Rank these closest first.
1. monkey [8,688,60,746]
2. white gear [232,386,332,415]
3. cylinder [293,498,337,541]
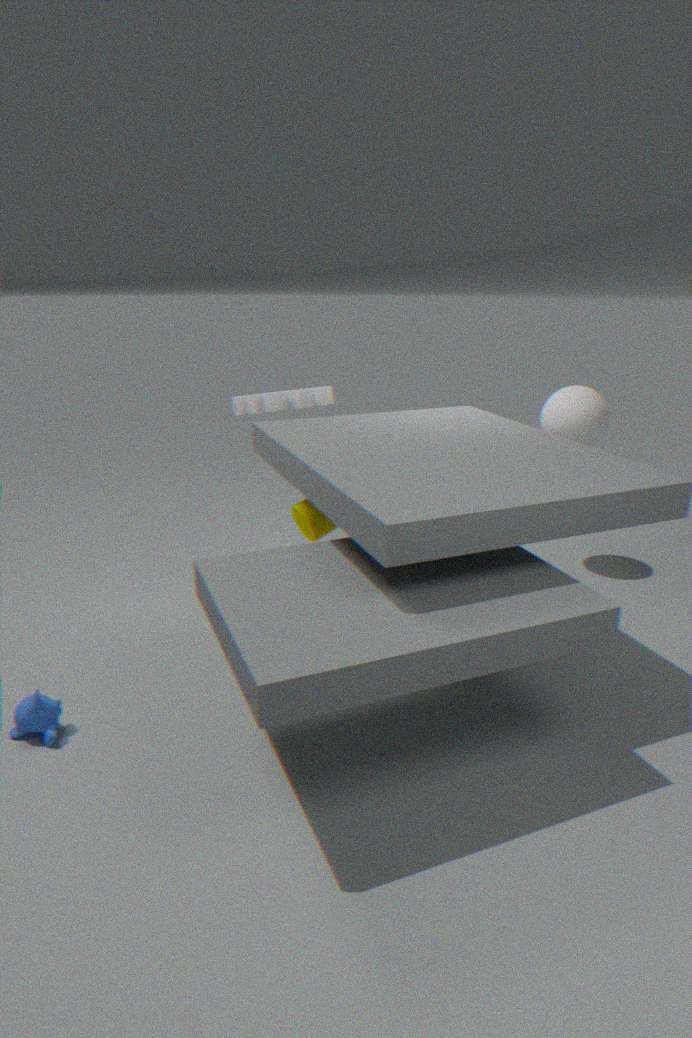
monkey [8,688,60,746] → cylinder [293,498,337,541] → white gear [232,386,332,415]
